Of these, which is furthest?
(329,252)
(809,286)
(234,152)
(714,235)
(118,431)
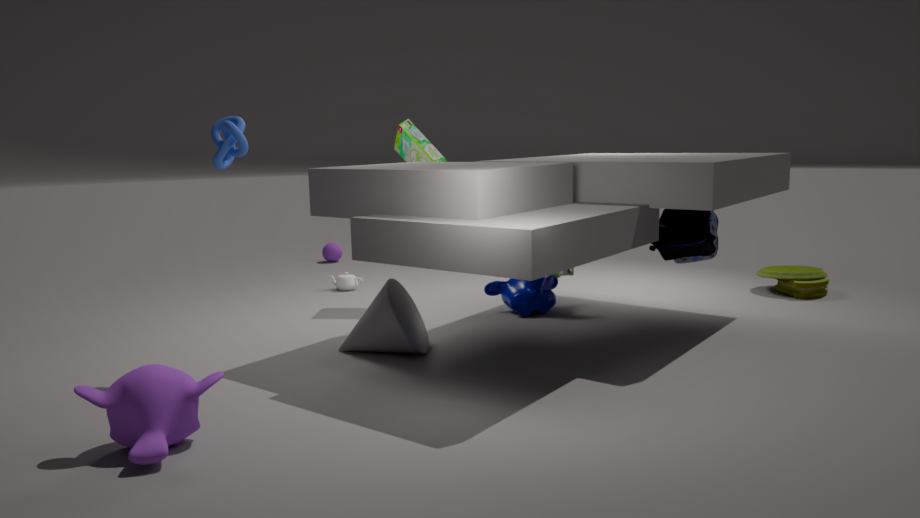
(329,252)
